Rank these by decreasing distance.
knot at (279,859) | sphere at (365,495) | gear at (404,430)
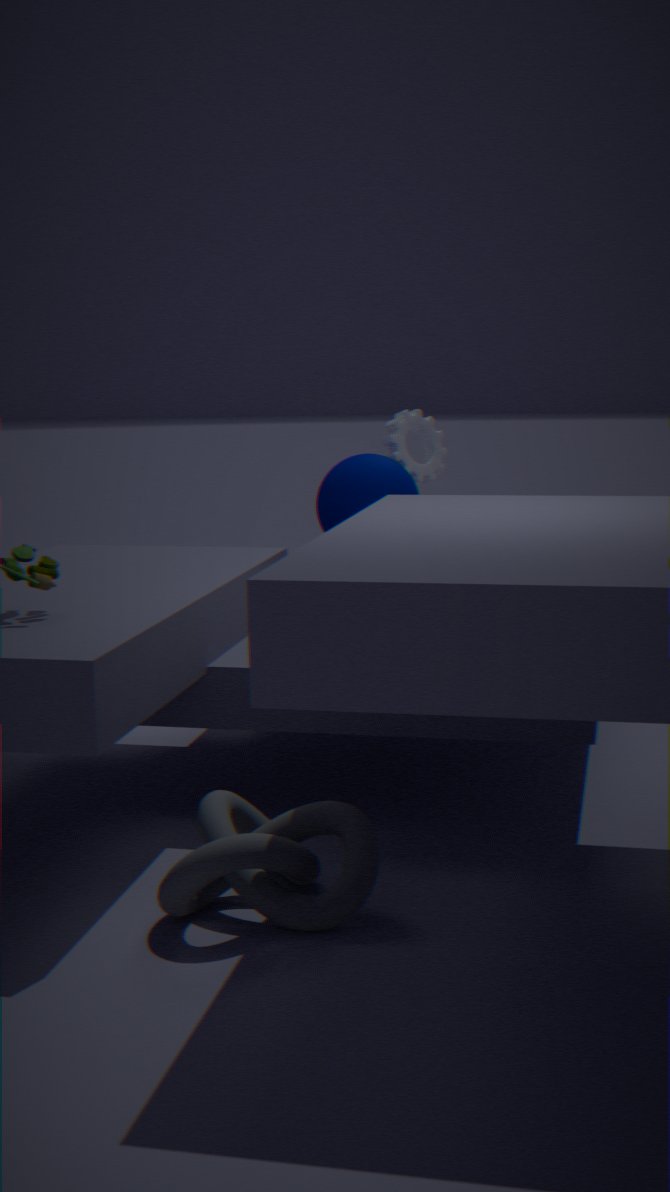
gear at (404,430) < sphere at (365,495) < knot at (279,859)
